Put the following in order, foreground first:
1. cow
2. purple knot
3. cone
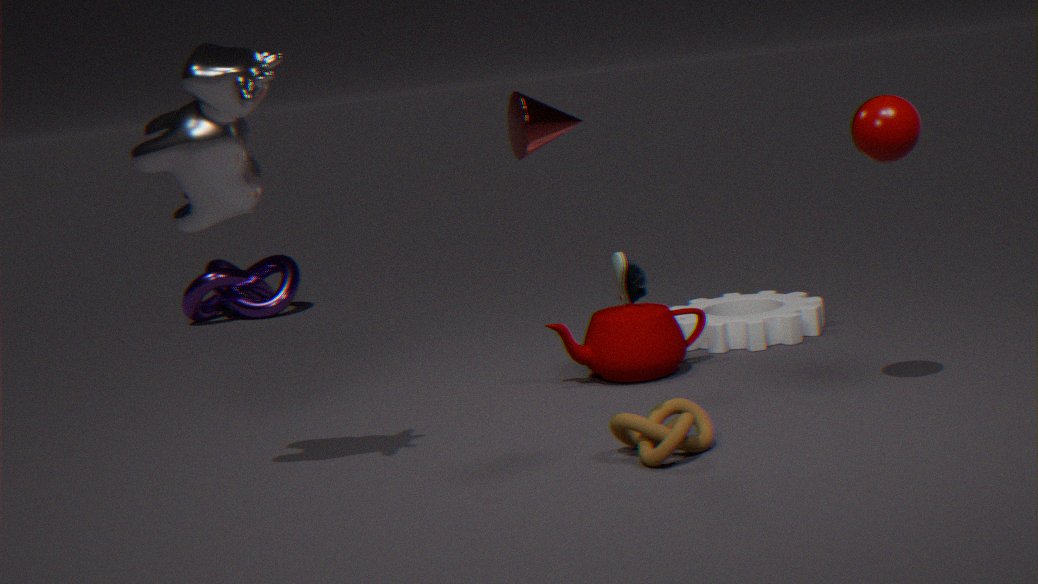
cow → cone → purple knot
